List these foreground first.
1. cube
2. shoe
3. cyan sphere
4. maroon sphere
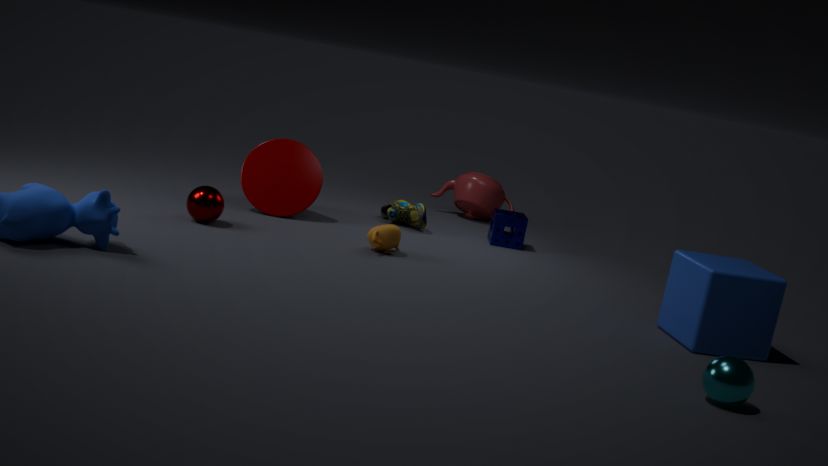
cyan sphere
cube
maroon sphere
shoe
